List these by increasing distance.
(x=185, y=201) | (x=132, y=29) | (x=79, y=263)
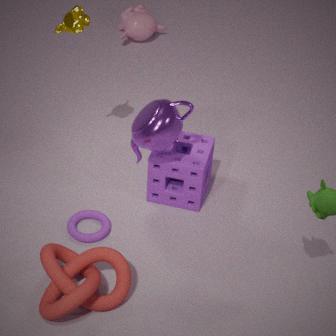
(x=79, y=263) < (x=185, y=201) < (x=132, y=29)
